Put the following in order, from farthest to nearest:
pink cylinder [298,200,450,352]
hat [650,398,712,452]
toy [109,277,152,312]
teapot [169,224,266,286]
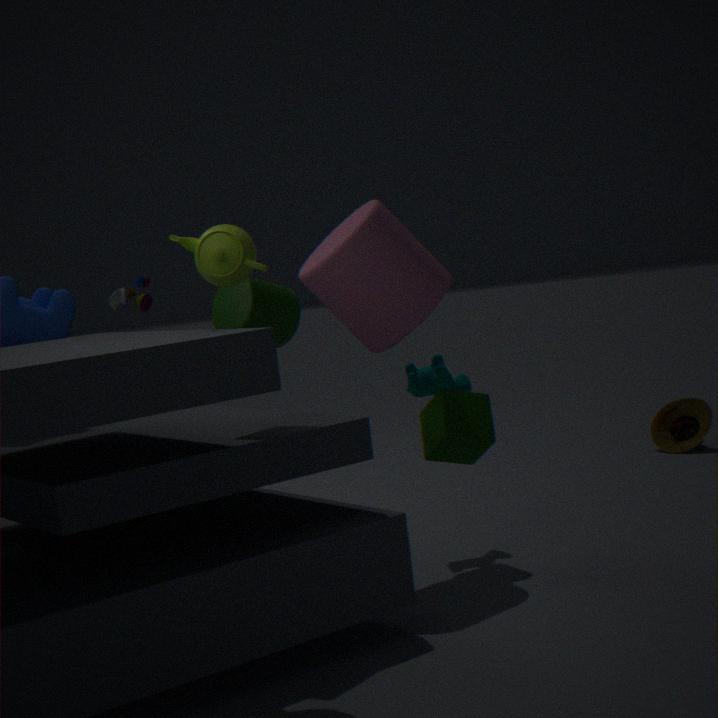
hat [650,398,712,452] < toy [109,277,152,312] < pink cylinder [298,200,450,352] < teapot [169,224,266,286]
